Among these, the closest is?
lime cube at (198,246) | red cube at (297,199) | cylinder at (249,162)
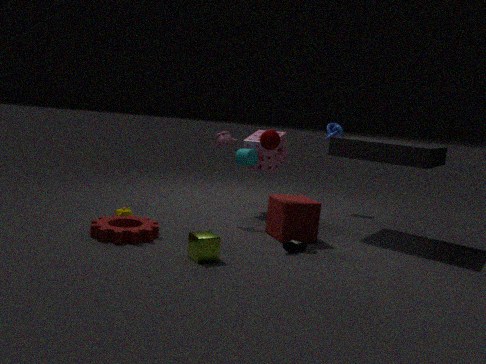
lime cube at (198,246)
